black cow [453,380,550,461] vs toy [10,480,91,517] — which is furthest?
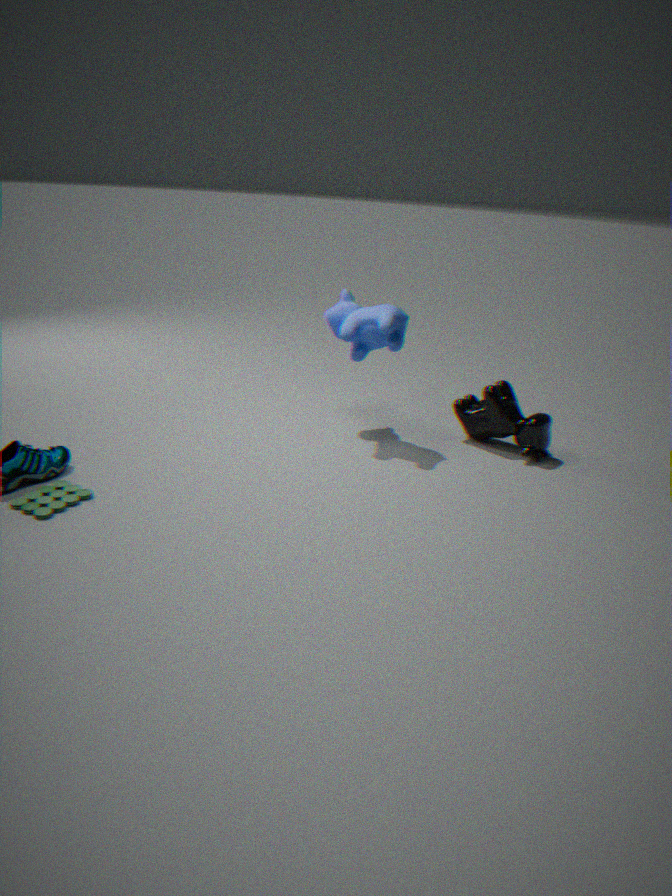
black cow [453,380,550,461]
